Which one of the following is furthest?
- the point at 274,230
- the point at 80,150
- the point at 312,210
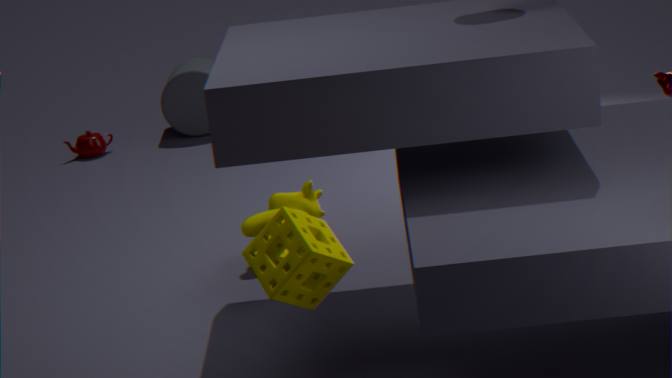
the point at 80,150
